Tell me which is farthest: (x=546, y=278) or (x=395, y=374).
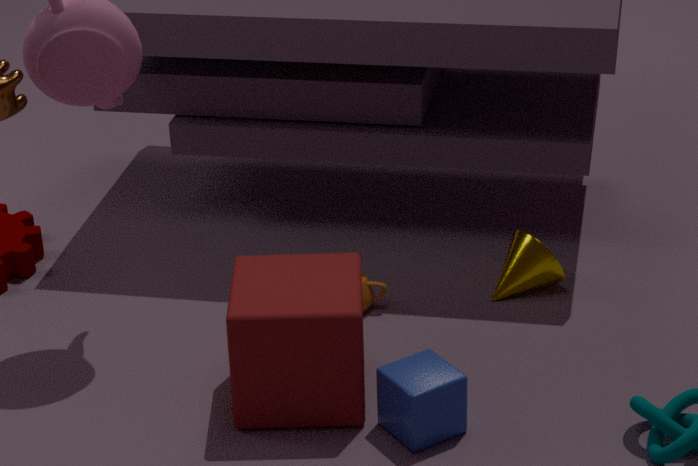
(x=546, y=278)
